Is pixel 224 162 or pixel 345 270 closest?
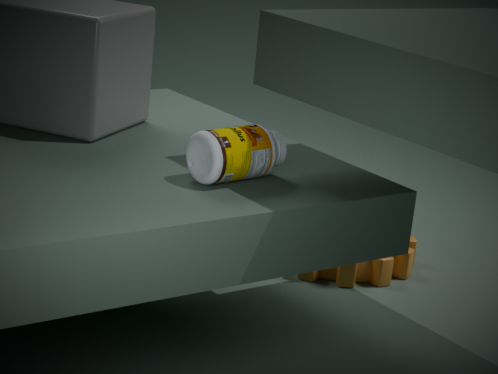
pixel 224 162
